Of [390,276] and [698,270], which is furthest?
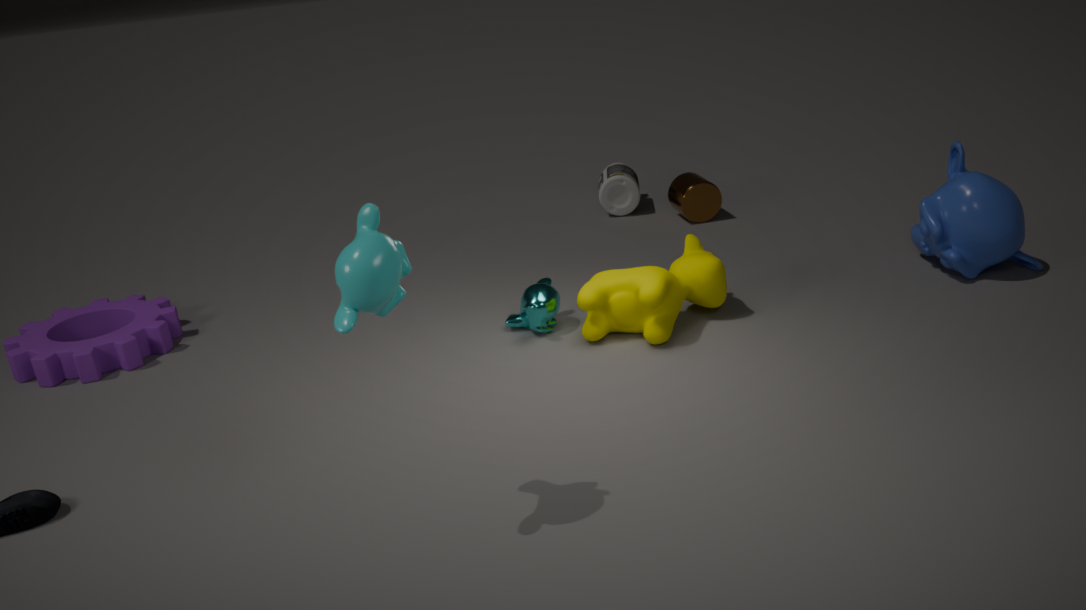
[698,270]
